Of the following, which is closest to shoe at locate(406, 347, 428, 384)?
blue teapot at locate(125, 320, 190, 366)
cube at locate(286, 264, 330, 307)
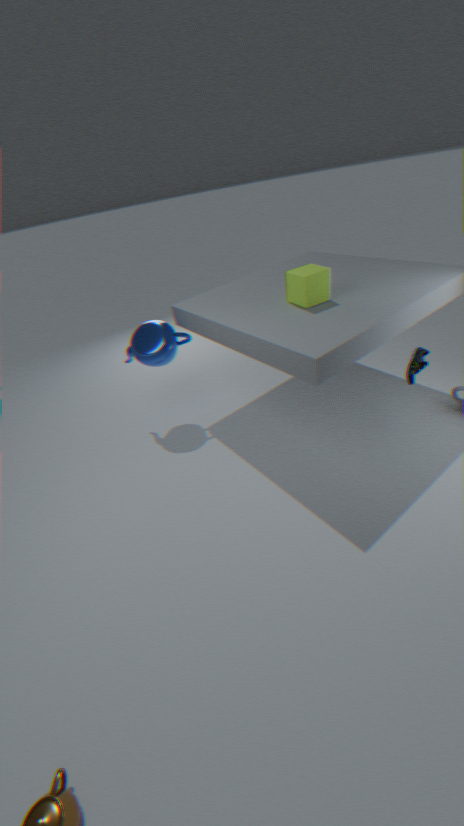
cube at locate(286, 264, 330, 307)
